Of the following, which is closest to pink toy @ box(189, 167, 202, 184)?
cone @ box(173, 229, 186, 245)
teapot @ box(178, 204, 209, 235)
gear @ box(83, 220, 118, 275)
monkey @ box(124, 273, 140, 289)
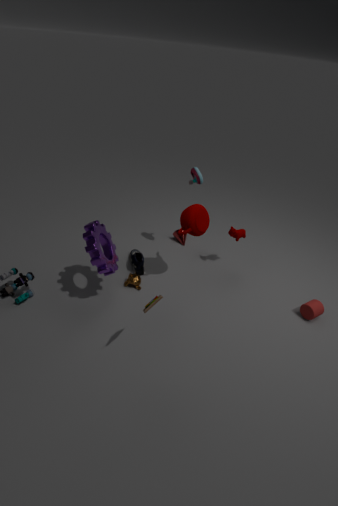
teapot @ box(178, 204, 209, 235)
